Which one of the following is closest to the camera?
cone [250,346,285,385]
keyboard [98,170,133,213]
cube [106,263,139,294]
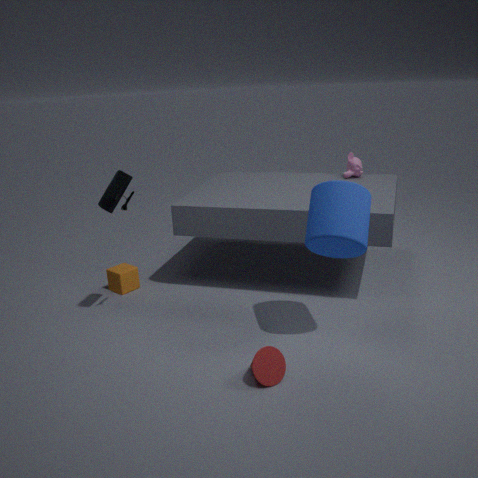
cone [250,346,285,385]
